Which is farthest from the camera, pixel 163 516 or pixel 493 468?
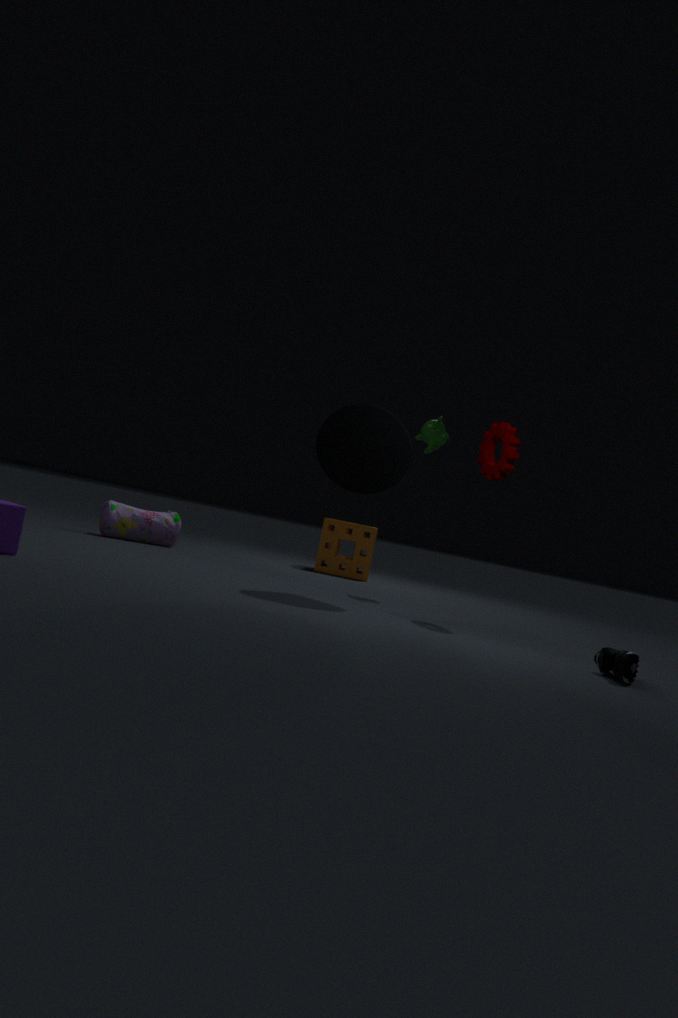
pixel 163 516
